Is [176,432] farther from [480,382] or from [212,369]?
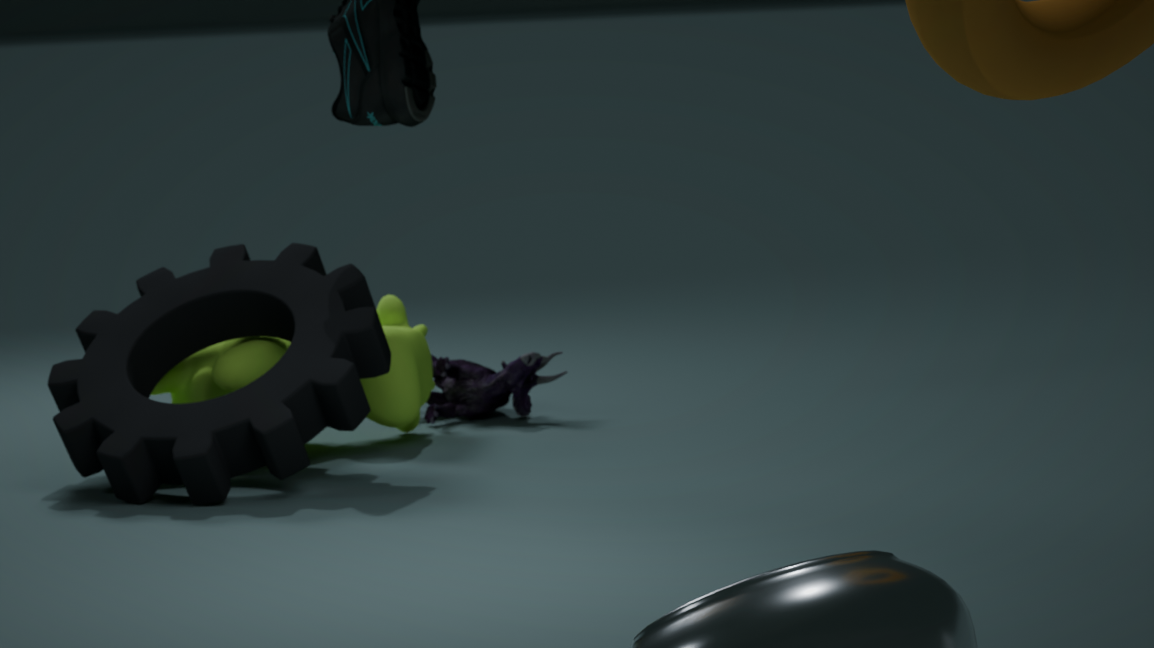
[480,382]
